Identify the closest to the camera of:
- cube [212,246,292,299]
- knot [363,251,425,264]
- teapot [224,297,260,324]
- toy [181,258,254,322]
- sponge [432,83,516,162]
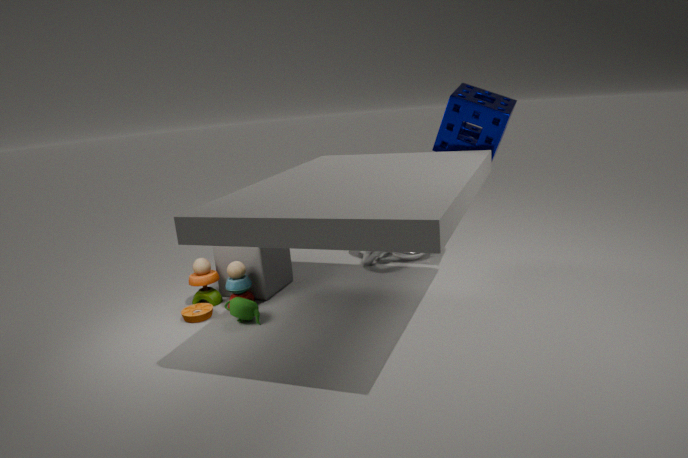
teapot [224,297,260,324]
